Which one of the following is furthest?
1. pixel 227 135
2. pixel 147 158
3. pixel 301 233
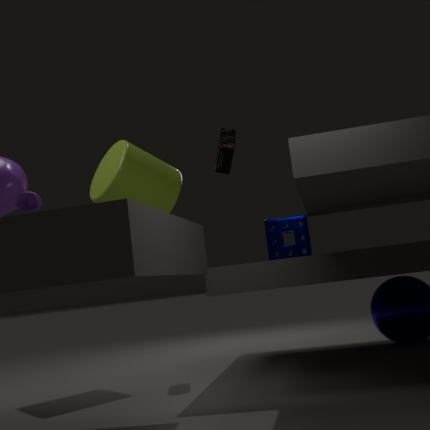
pixel 227 135
